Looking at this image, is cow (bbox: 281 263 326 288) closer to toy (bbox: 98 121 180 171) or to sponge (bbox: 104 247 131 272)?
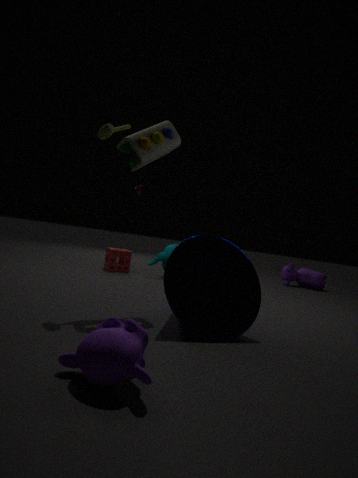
sponge (bbox: 104 247 131 272)
